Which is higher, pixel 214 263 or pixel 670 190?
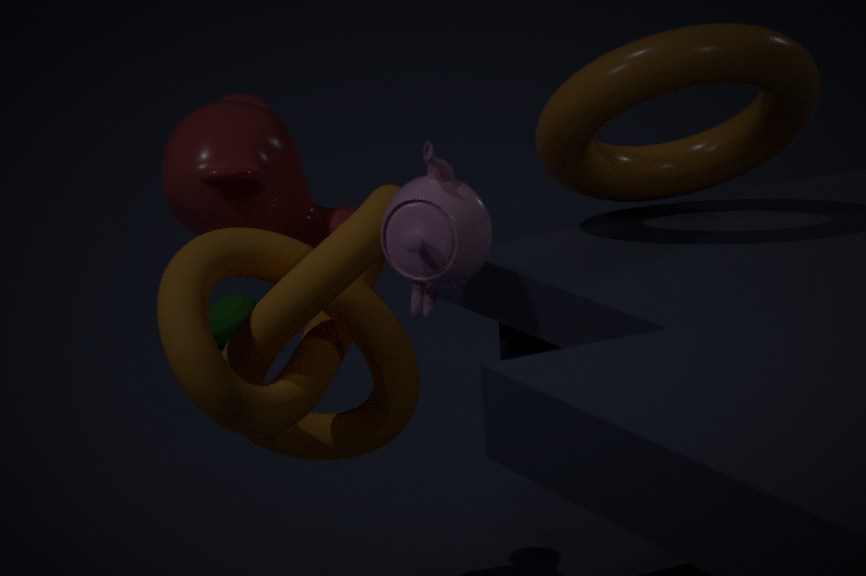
pixel 670 190
